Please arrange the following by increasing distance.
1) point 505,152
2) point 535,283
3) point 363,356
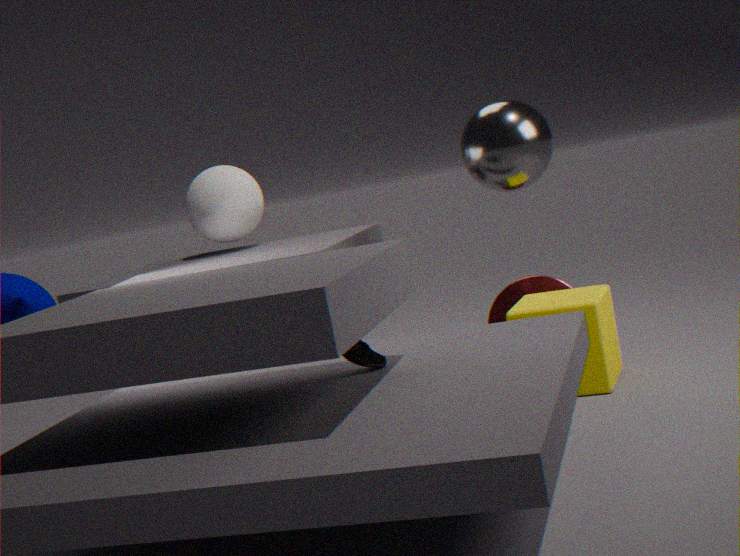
3. point 363,356, 1. point 505,152, 2. point 535,283
